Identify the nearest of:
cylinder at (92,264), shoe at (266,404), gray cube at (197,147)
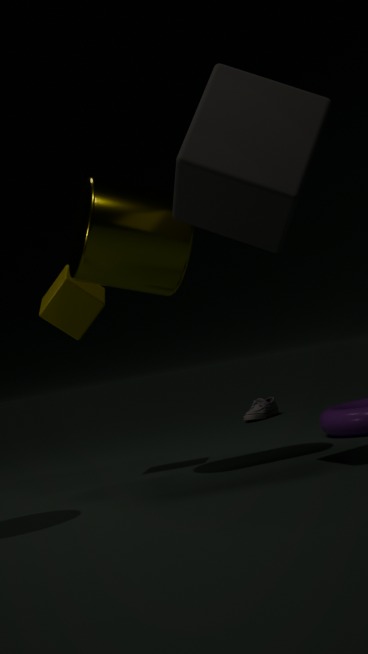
gray cube at (197,147)
